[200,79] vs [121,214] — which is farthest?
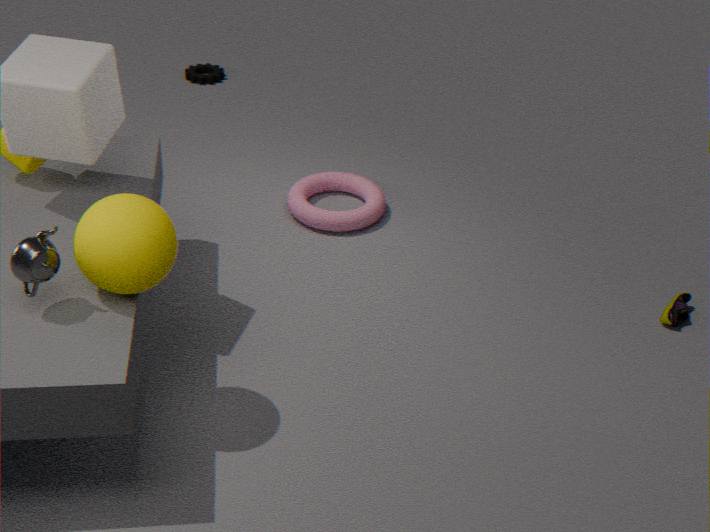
[200,79]
